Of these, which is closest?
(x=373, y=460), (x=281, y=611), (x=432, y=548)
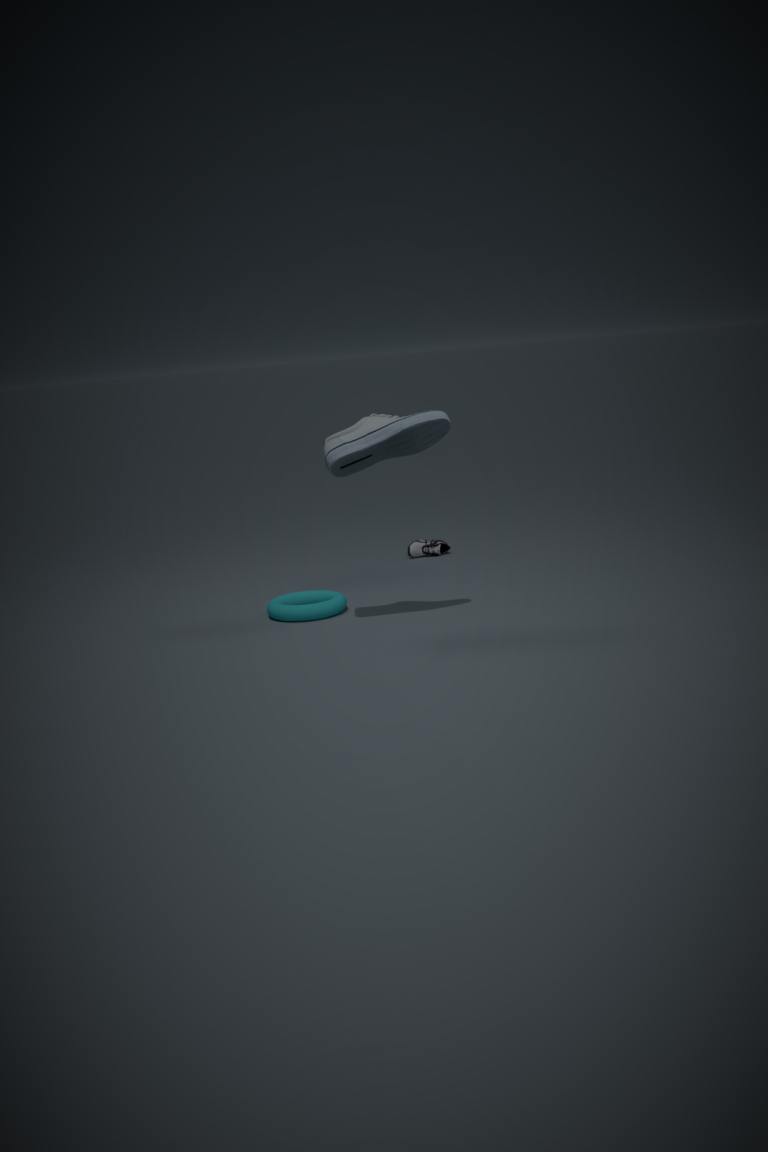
(x=373, y=460)
